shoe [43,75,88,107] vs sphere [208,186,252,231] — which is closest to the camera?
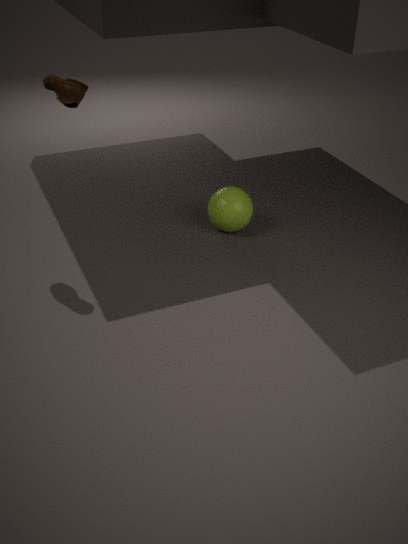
shoe [43,75,88,107]
